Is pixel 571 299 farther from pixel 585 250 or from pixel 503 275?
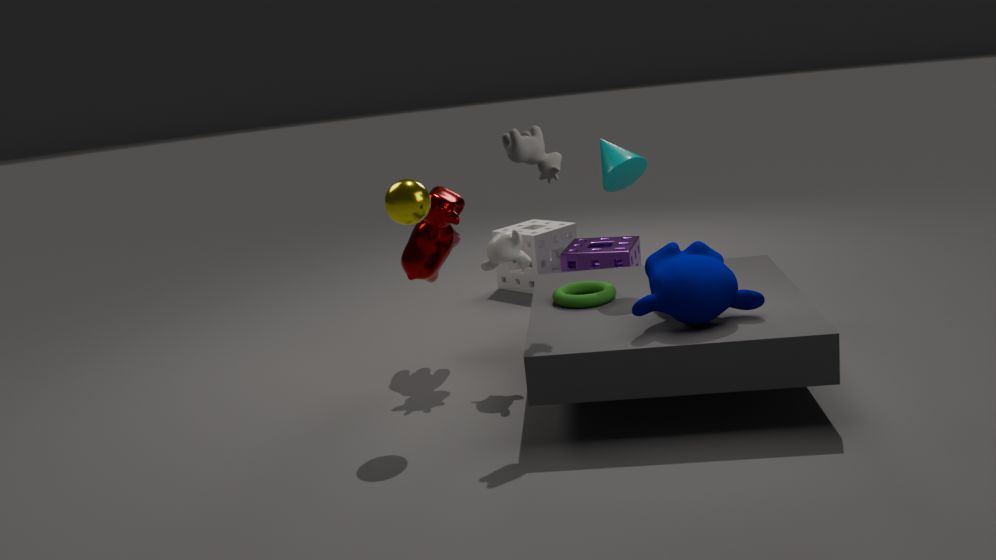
pixel 503 275
